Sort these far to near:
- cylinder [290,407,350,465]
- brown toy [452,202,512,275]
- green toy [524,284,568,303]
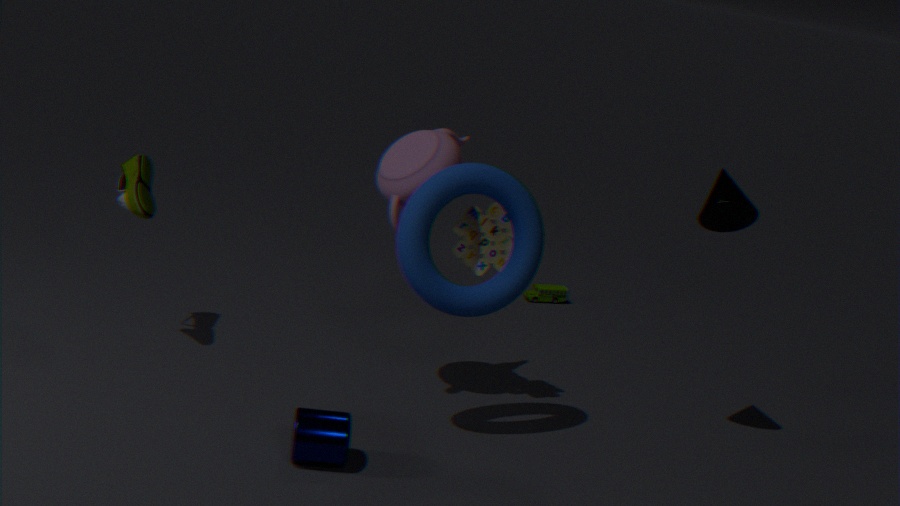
green toy [524,284,568,303] → brown toy [452,202,512,275] → cylinder [290,407,350,465]
